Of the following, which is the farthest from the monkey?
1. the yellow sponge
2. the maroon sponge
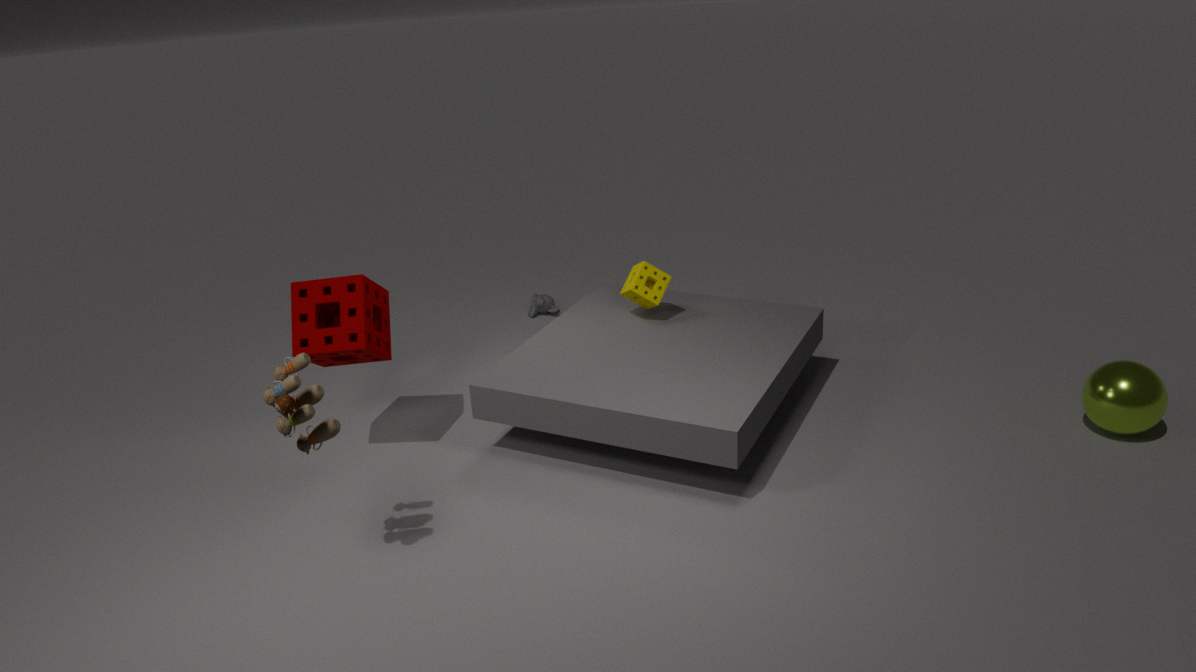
the maroon sponge
